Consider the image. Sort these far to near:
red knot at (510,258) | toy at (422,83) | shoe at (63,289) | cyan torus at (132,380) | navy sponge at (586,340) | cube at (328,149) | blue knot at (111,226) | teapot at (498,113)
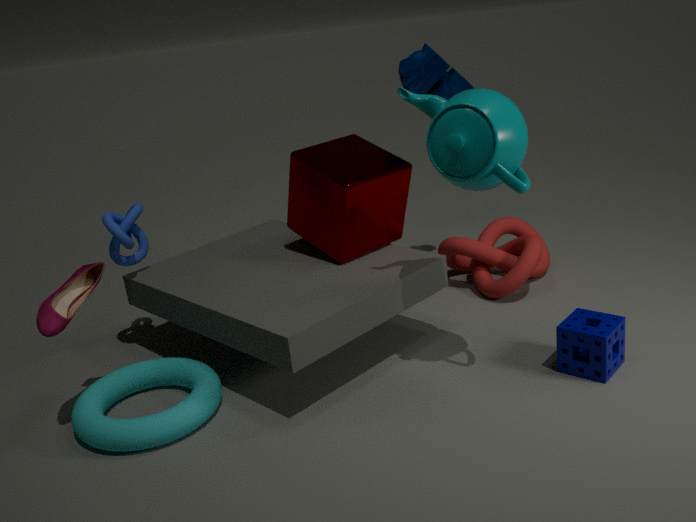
red knot at (510,258), toy at (422,83), blue knot at (111,226), cube at (328,149), navy sponge at (586,340), cyan torus at (132,380), shoe at (63,289), teapot at (498,113)
